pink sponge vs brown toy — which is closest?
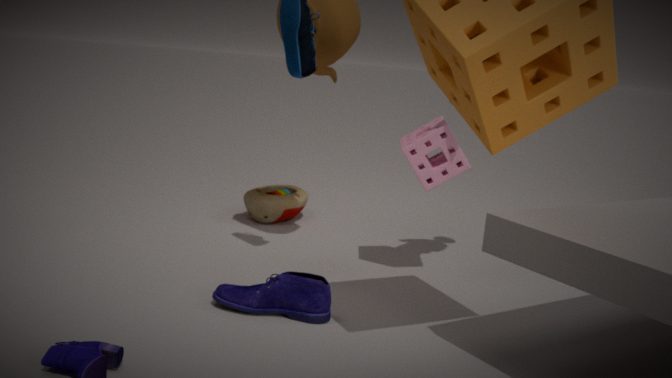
pink sponge
